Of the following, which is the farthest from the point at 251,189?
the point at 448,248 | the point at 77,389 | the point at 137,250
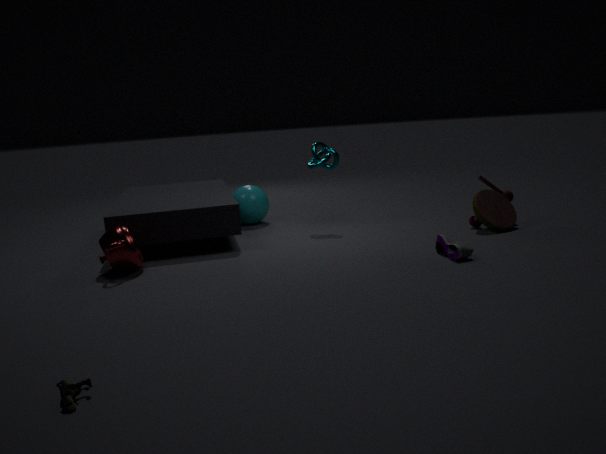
the point at 77,389
